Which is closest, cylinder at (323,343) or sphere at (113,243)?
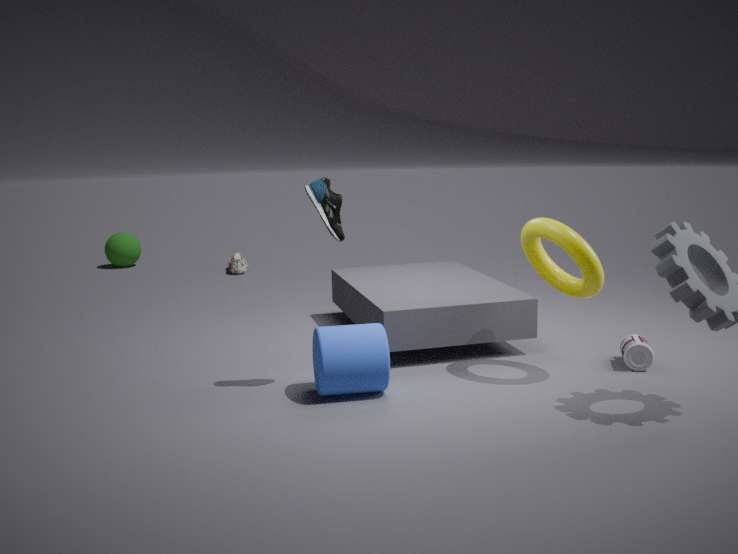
cylinder at (323,343)
